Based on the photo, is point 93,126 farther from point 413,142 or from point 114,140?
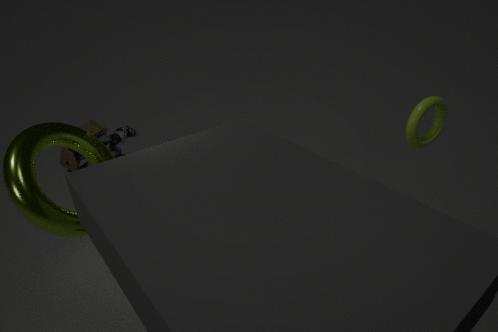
point 413,142
